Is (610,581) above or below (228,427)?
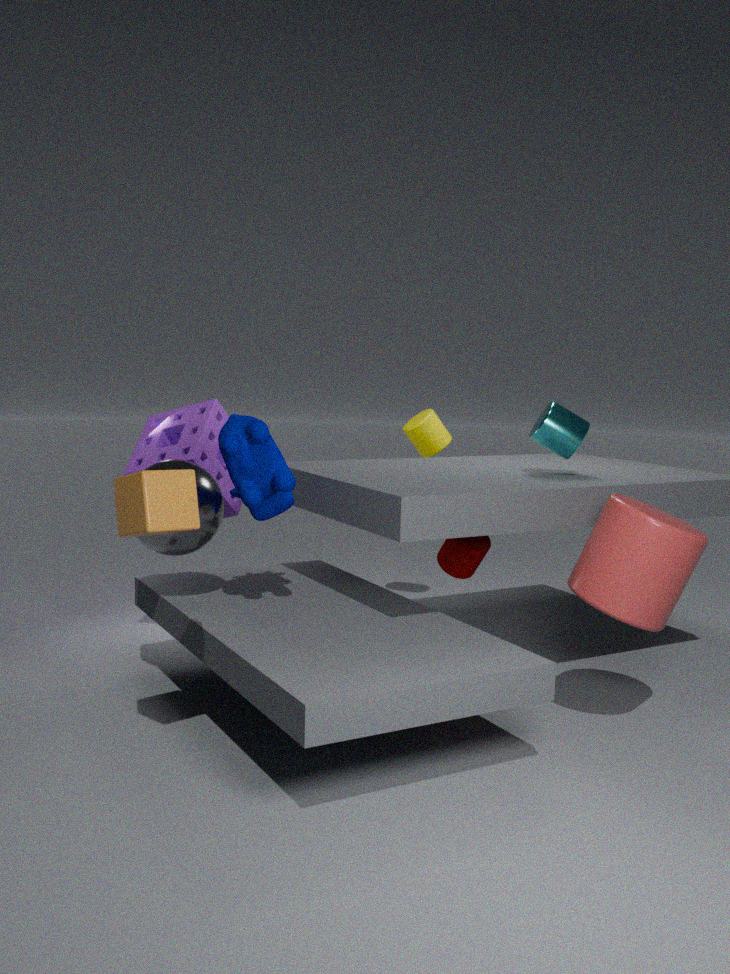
below
